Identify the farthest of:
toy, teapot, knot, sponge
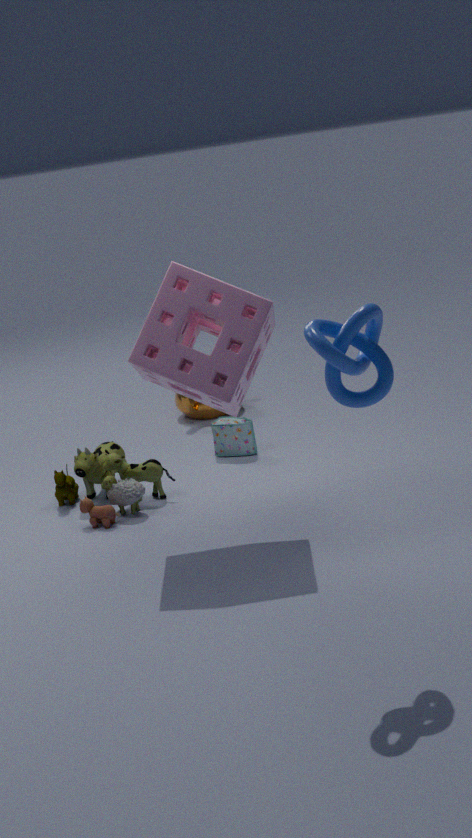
teapot
